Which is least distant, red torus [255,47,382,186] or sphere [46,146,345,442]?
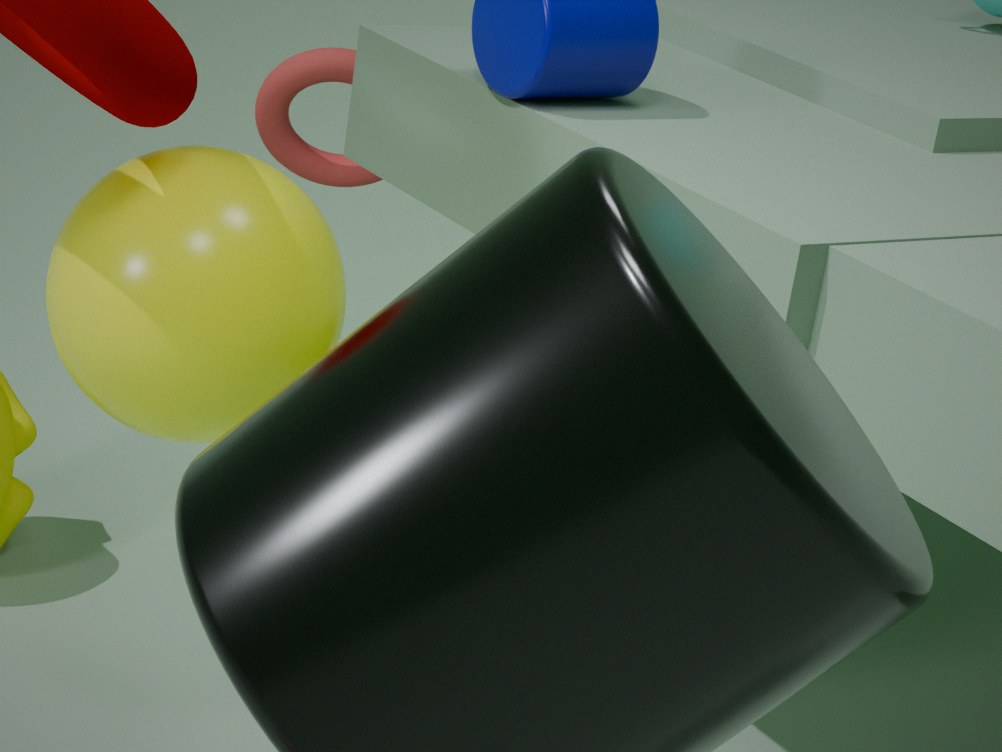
sphere [46,146,345,442]
